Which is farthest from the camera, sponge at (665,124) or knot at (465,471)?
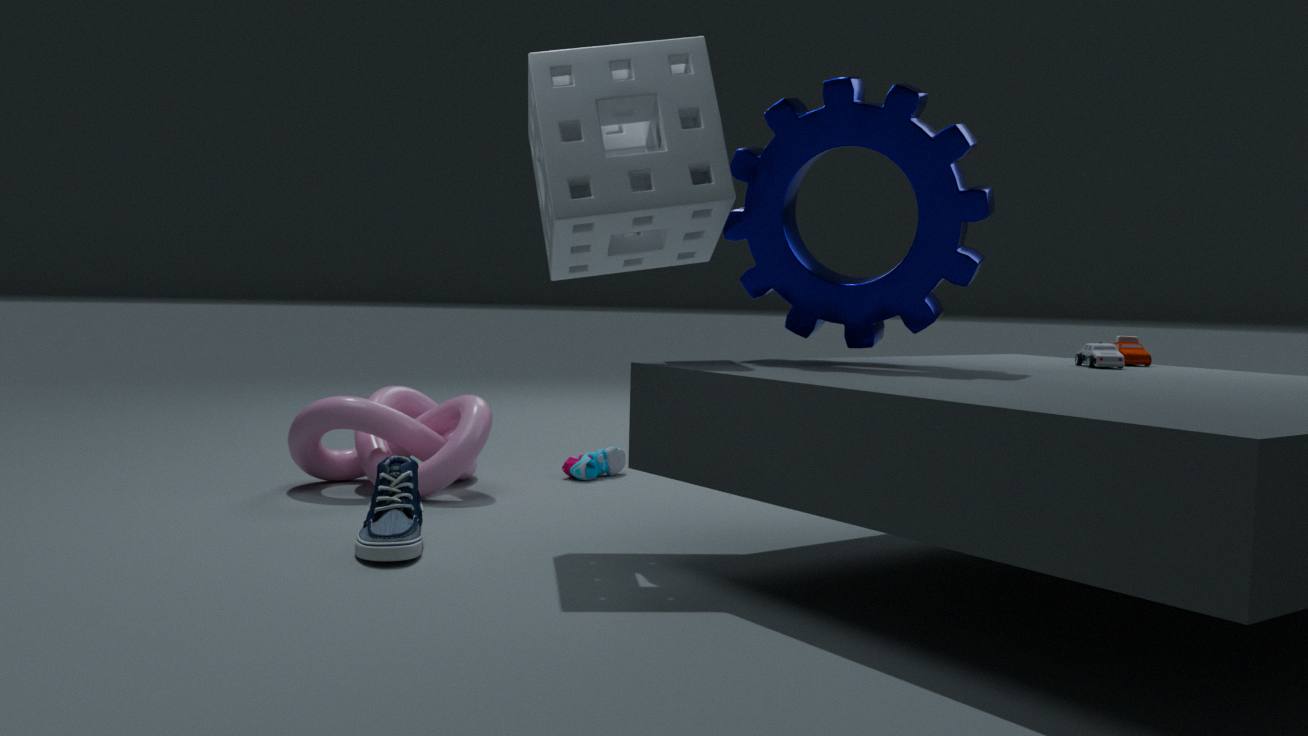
knot at (465,471)
